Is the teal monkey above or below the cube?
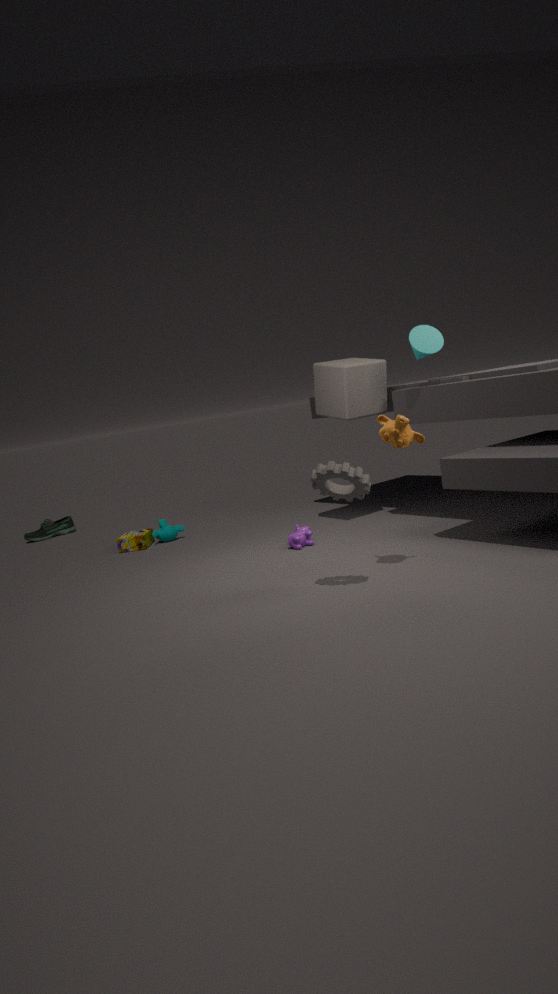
below
